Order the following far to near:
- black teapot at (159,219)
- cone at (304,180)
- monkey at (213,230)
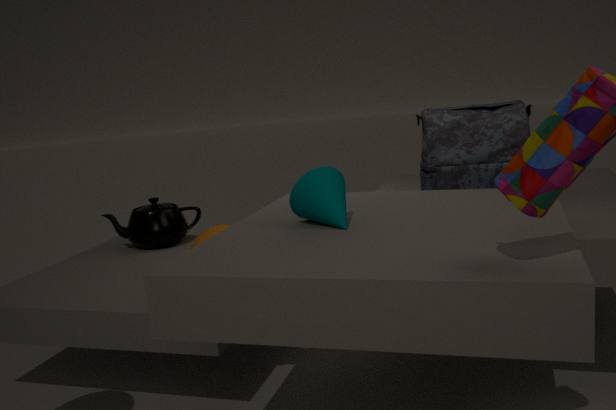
black teapot at (159,219) → monkey at (213,230) → cone at (304,180)
